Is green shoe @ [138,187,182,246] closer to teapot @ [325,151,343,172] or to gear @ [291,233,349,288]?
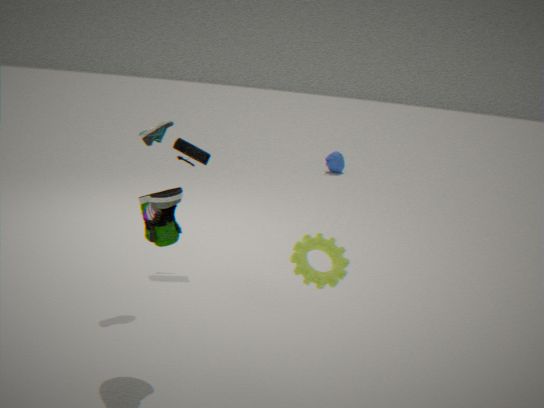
gear @ [291,233,349,288]
